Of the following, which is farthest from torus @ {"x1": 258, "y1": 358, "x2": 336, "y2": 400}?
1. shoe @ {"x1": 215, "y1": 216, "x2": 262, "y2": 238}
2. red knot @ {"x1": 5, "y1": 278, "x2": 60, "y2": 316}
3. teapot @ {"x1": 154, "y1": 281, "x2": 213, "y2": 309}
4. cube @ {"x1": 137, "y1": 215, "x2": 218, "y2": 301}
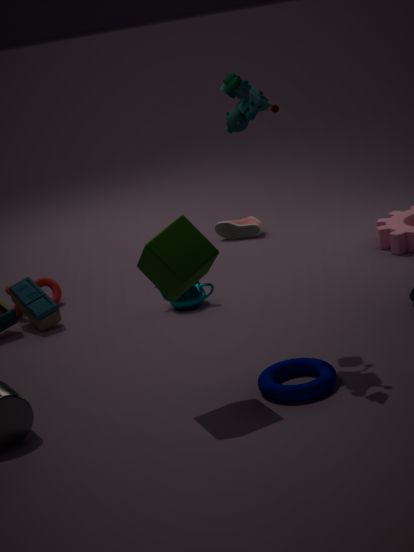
shoe @ {"x1": 215, "y1": 216, "x2": 262, "y2": 238}
